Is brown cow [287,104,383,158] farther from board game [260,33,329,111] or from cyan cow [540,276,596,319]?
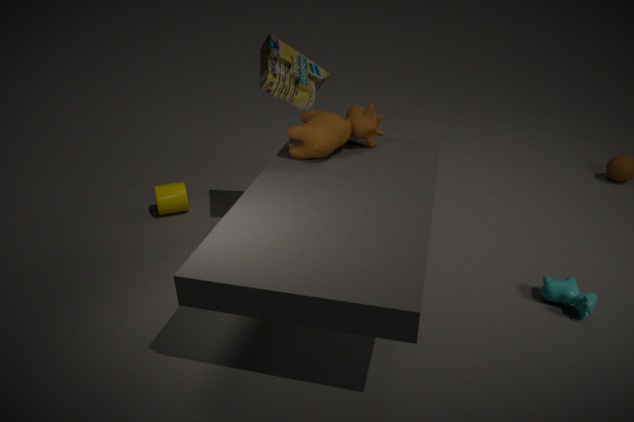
cyan cow [540,276,596,319]
